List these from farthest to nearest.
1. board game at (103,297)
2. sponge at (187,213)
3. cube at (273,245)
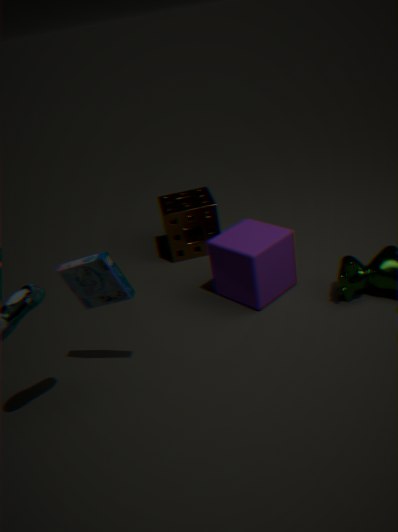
sponge at (187,213) → cube at (273,245) → board game at (103,297)
